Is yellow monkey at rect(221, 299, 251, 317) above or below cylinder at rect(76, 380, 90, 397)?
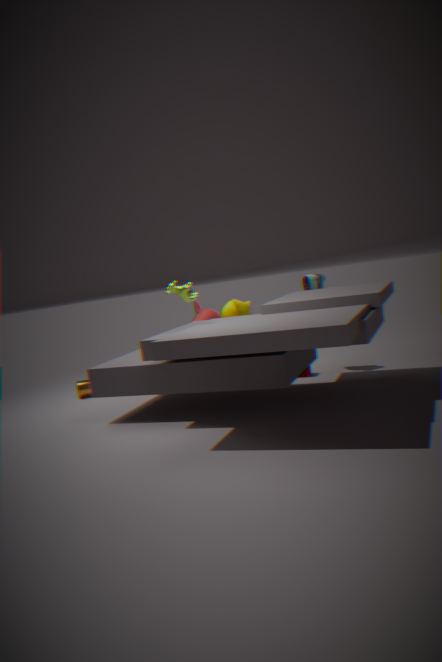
above
